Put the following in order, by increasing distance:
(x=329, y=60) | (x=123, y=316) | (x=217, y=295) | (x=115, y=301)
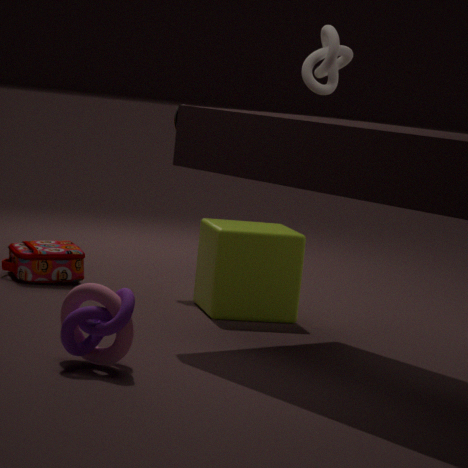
(x=123, y=316) < (x=115, y=301) < (x=329, y=60) < (x=217, y=295)
